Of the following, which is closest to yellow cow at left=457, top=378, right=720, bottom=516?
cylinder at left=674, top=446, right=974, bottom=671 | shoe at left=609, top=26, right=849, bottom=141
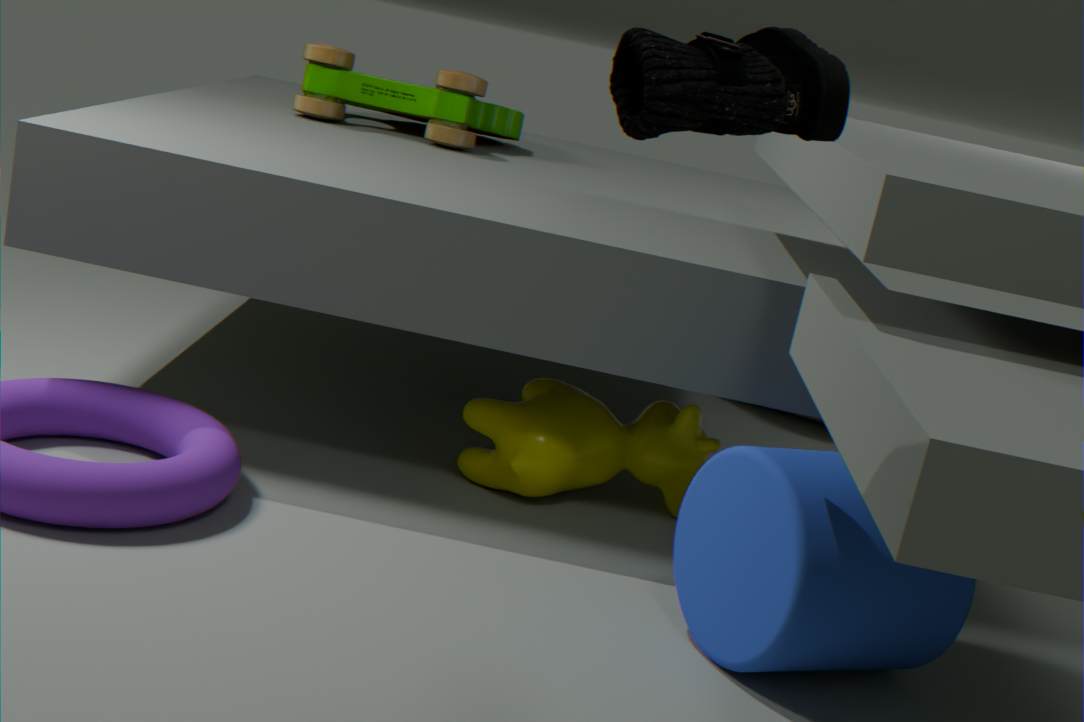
cylinder at left=674, top=446, right=974, bottom=671
